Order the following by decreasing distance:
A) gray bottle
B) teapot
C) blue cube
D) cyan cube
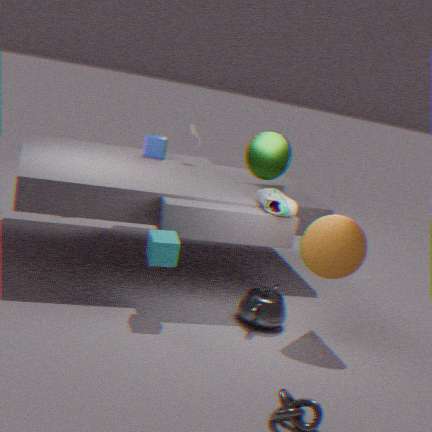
gray bottle → blue cube → teapot → cyan cube
